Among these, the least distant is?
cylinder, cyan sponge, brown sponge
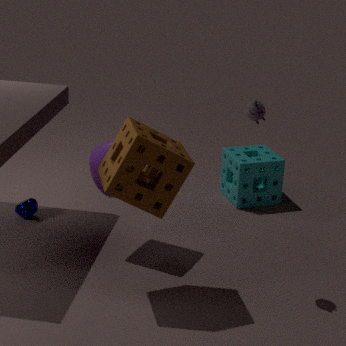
brown sponge
